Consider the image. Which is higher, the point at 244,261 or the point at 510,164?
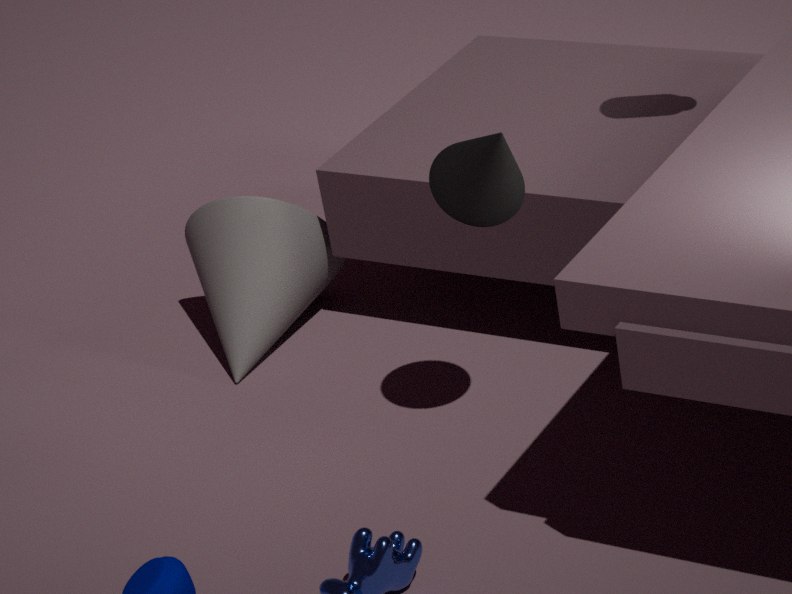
the point at 510,164
